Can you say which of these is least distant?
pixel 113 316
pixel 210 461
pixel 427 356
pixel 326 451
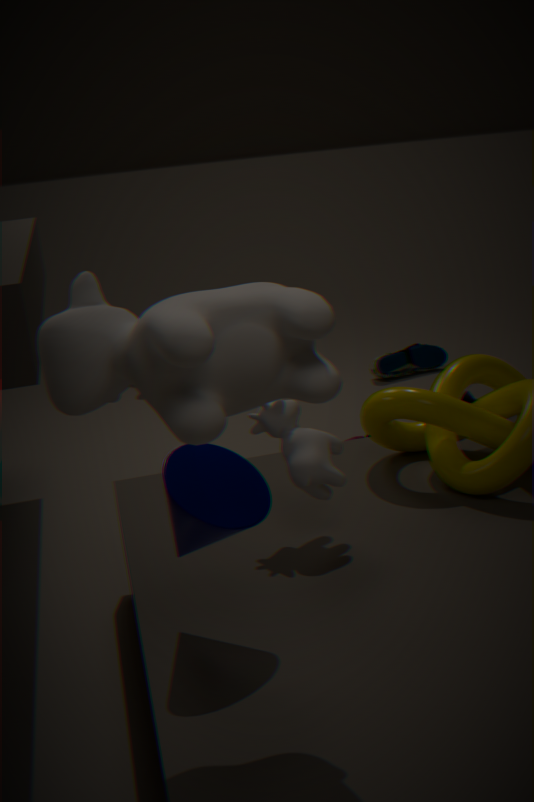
pixel 113 316
